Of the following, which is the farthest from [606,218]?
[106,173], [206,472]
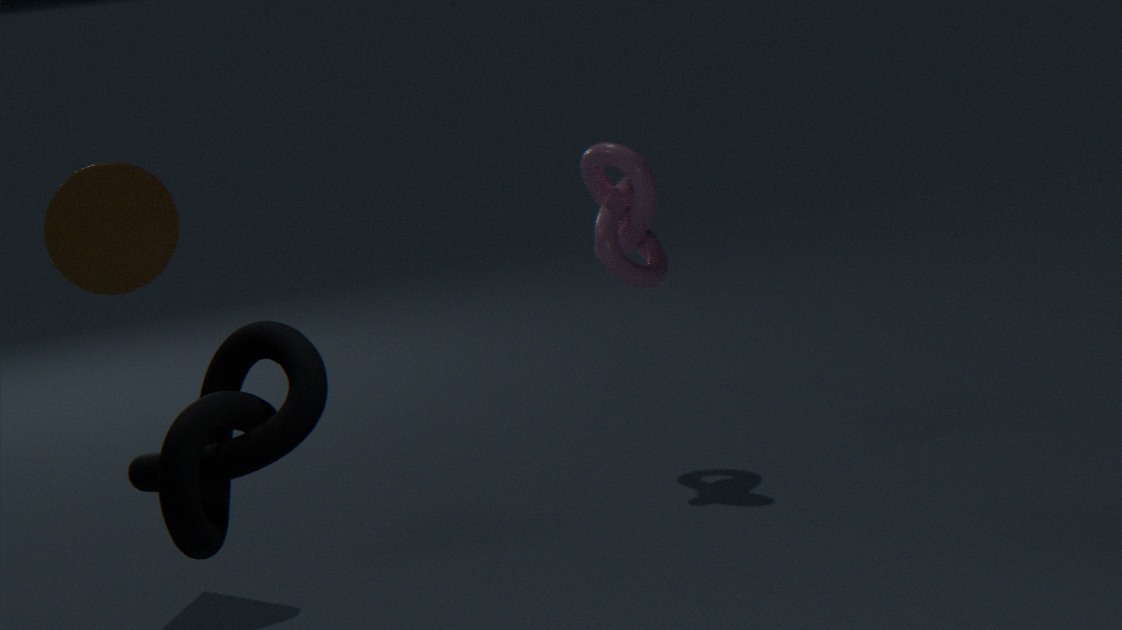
[206,472]
